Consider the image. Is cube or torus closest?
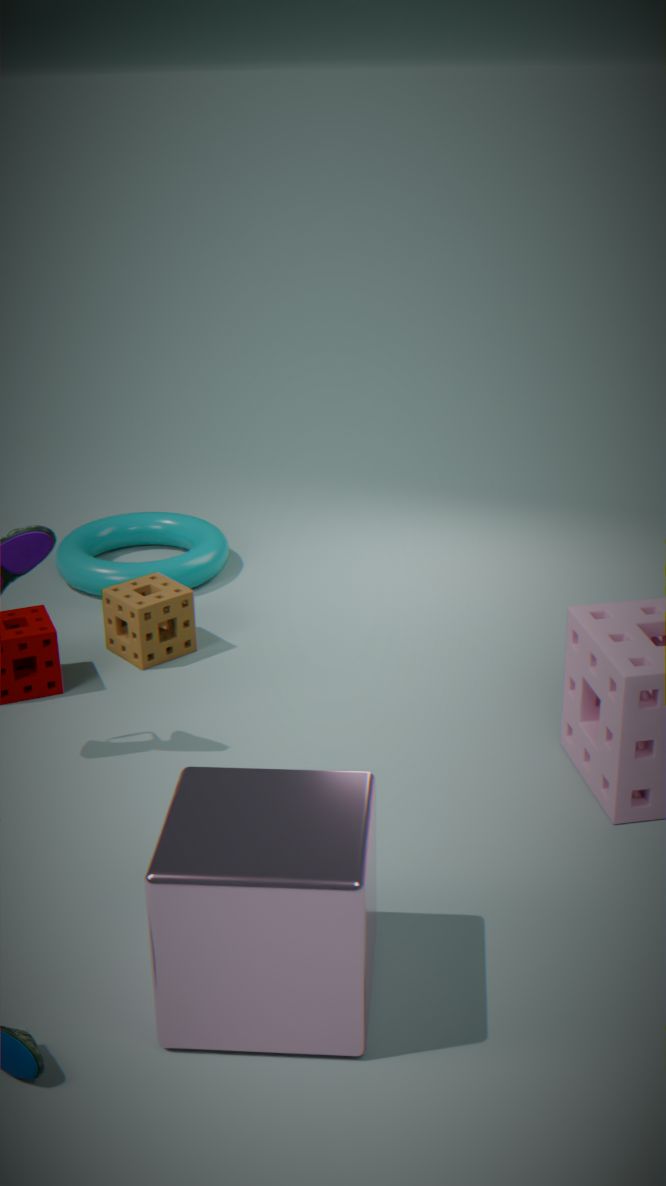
cube
